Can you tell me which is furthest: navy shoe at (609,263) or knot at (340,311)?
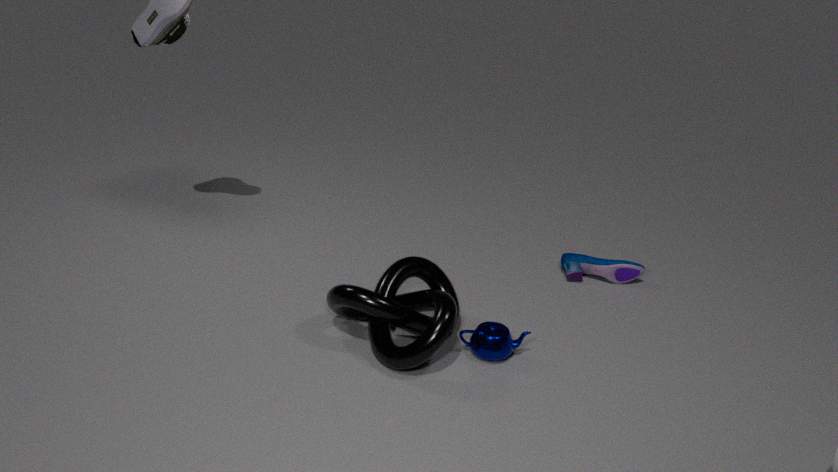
navy shoe at (609,263)
